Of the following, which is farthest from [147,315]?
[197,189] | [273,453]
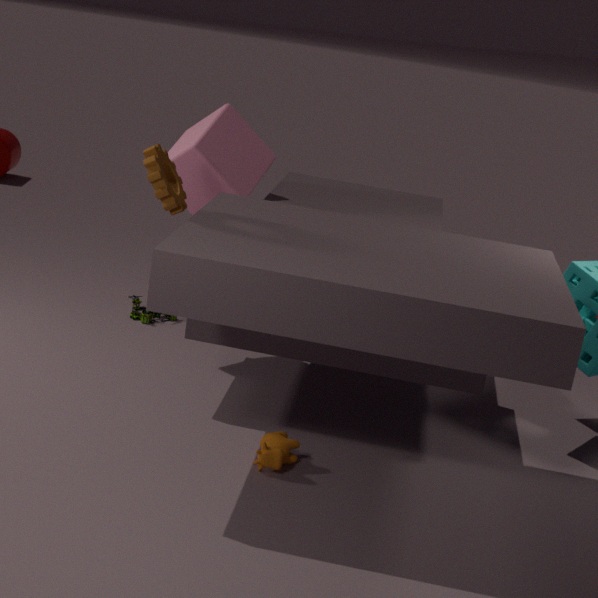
[273,453]
